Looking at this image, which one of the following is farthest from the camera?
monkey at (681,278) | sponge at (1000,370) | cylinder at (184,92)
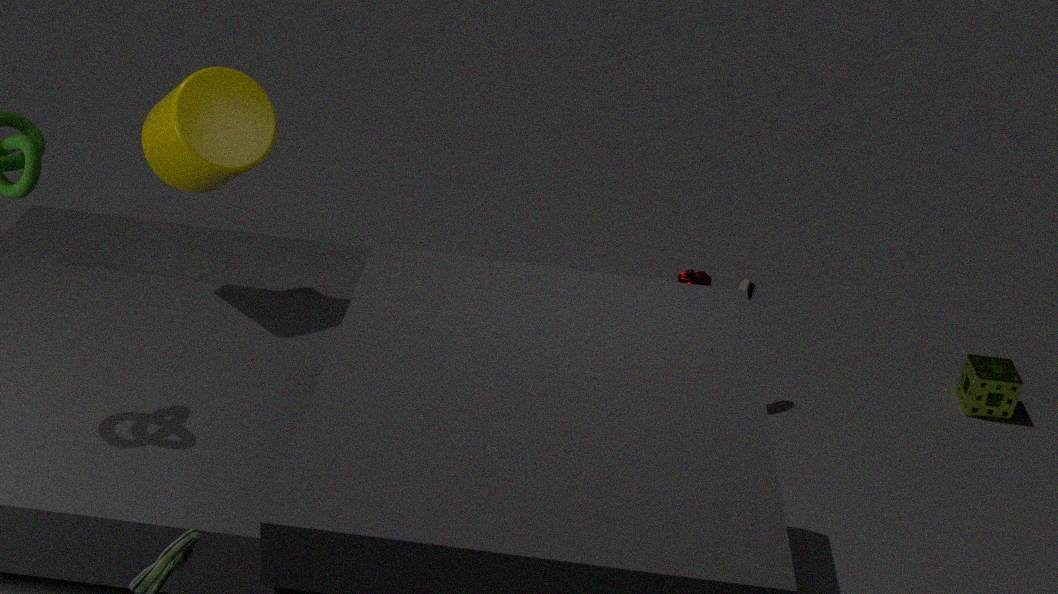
monkey at (681,278)
